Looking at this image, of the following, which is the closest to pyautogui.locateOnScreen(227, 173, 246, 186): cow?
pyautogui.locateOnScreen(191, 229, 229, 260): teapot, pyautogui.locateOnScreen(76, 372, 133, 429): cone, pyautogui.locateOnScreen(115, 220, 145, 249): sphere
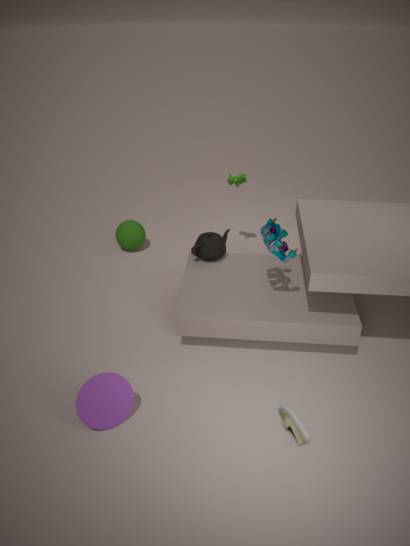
pyautogui.locateOnScreen(191, 229, 229, 260): teapot
